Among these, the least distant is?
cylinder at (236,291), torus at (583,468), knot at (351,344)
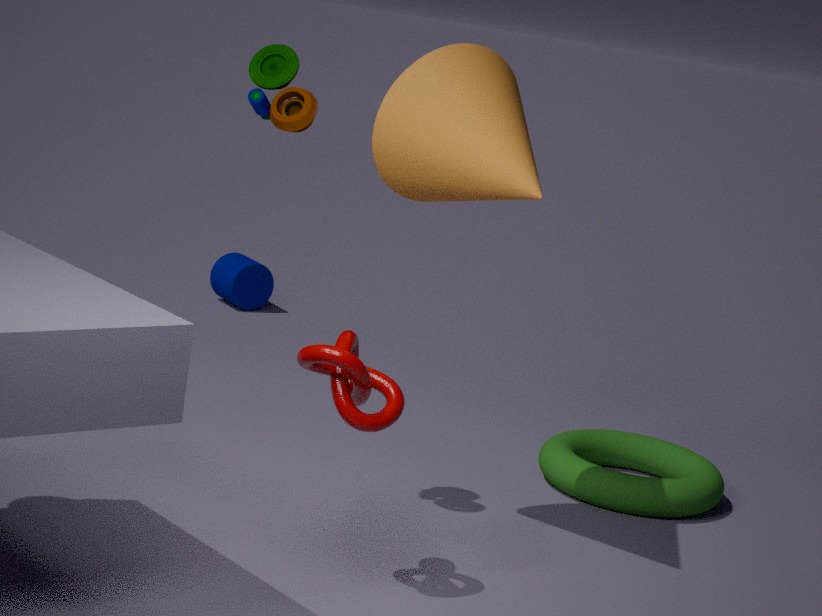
knot at (351,344)
